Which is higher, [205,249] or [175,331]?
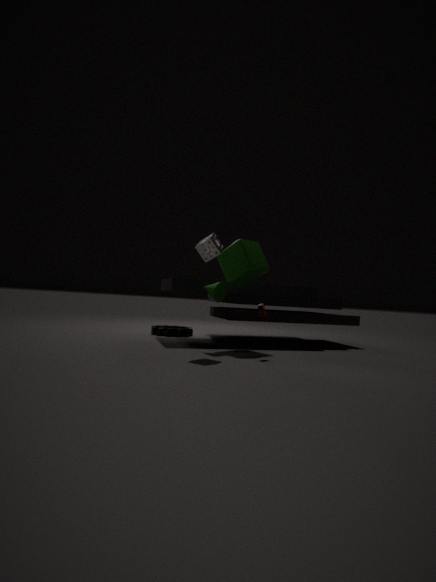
[205,249]
